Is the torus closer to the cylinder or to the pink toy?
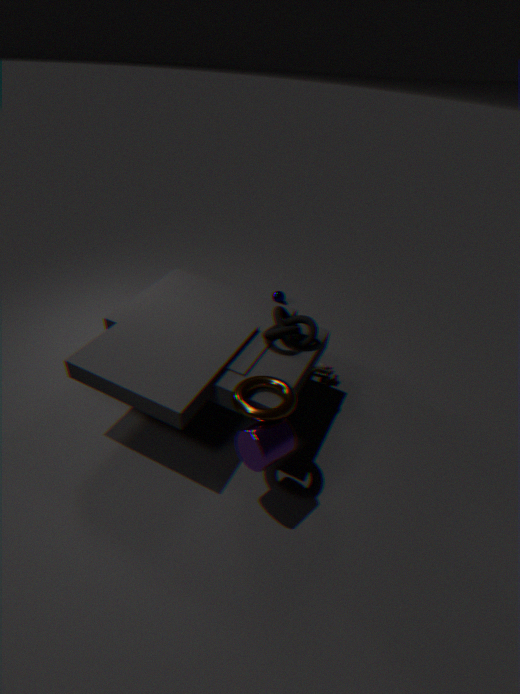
the cylinder
